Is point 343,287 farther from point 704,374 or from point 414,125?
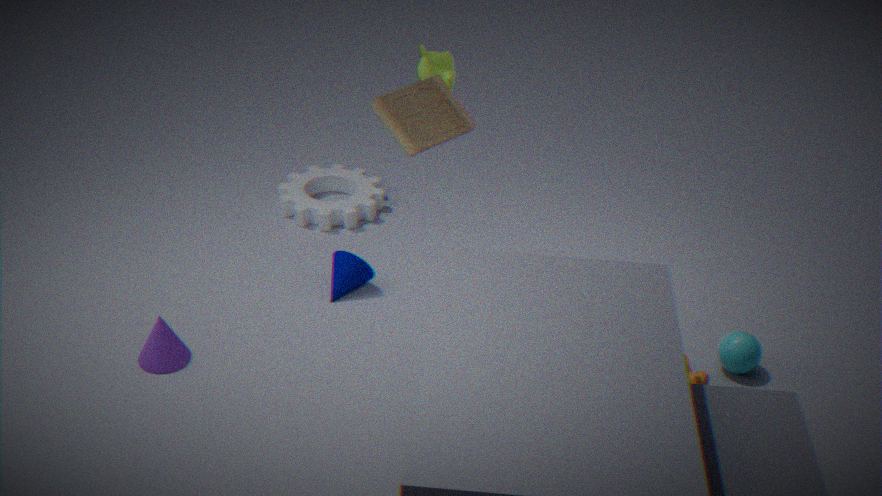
point 704,374
